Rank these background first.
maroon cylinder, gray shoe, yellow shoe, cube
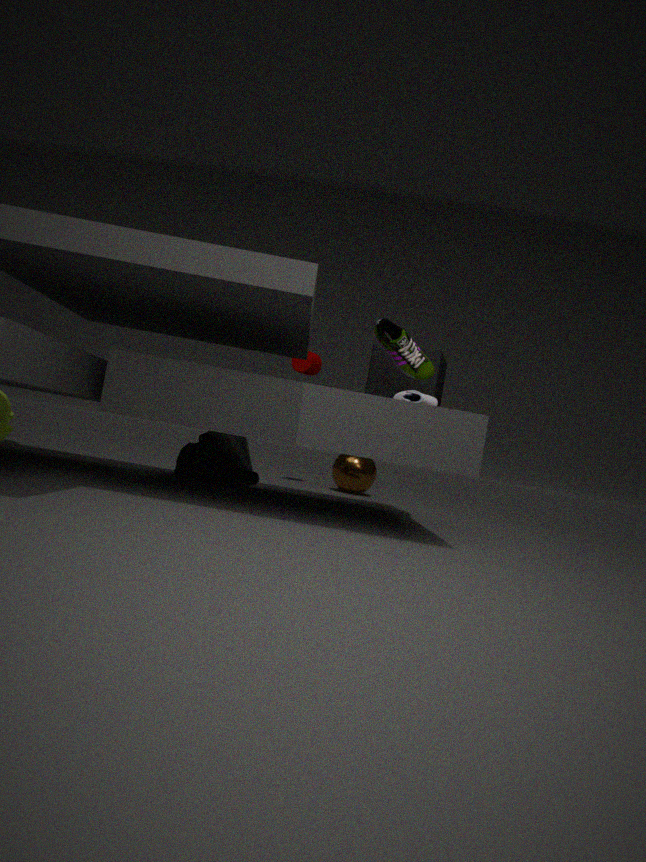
maroon cylinder
yellow shoe
cube
gray shoe
